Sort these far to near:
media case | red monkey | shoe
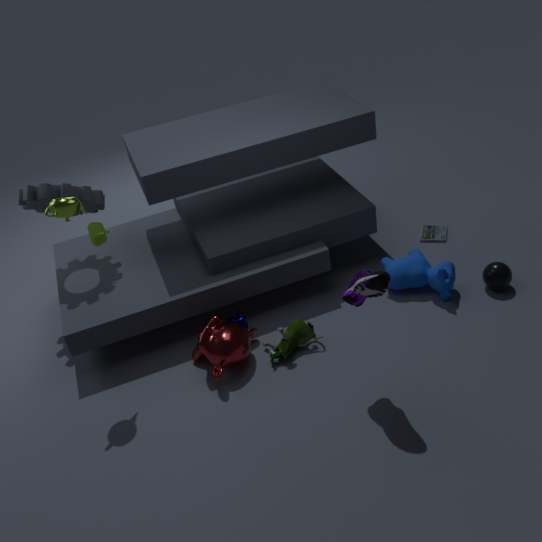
media case < red monkey < shoe
